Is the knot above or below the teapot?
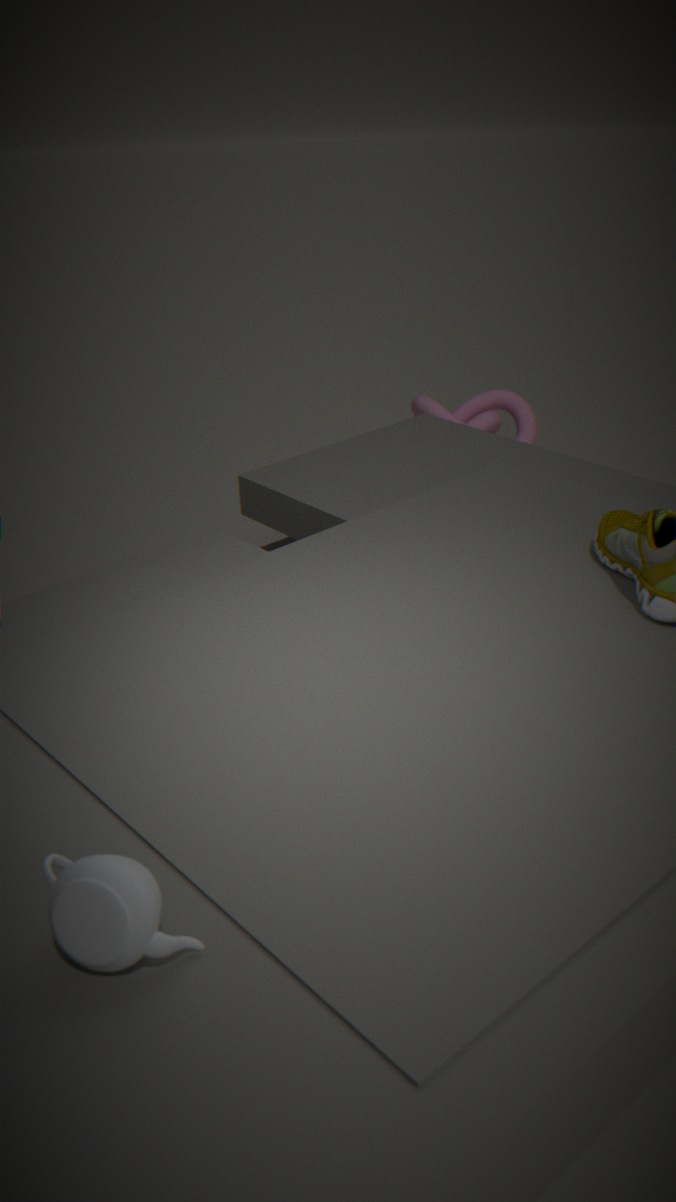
below
